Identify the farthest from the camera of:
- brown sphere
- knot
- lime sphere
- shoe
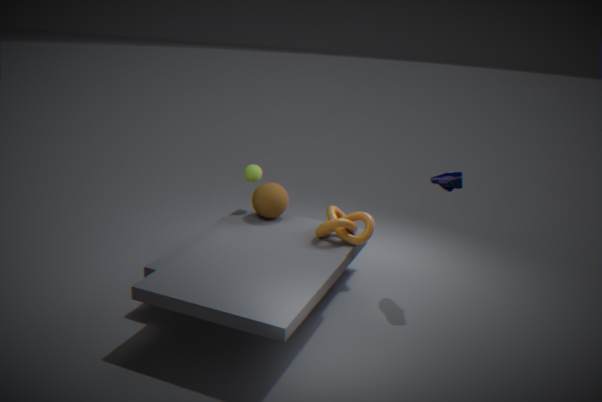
lime sphere
